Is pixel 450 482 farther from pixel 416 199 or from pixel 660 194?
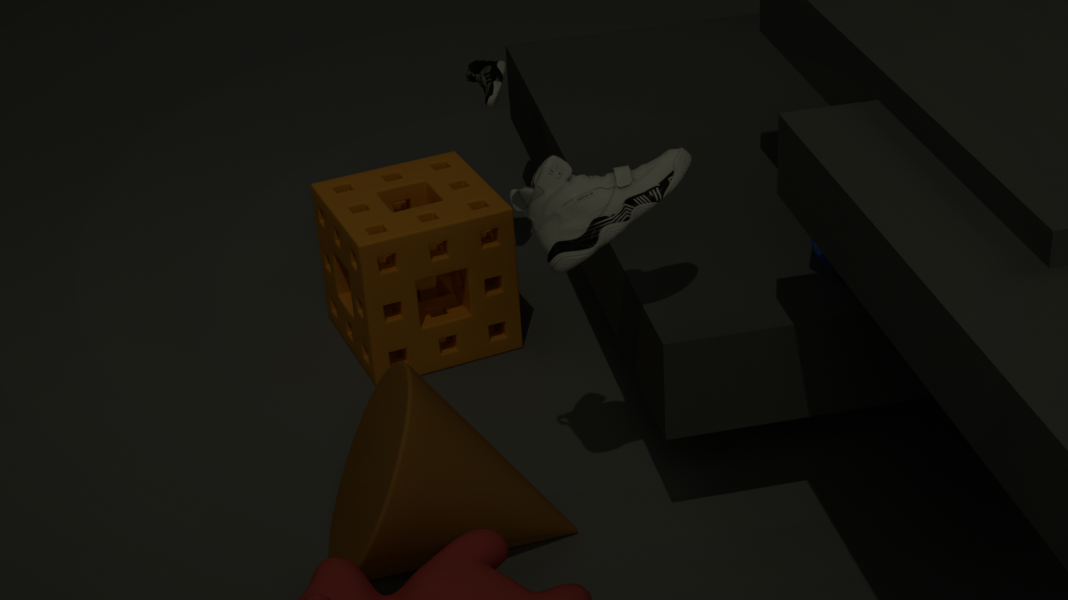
pixel 416 199
